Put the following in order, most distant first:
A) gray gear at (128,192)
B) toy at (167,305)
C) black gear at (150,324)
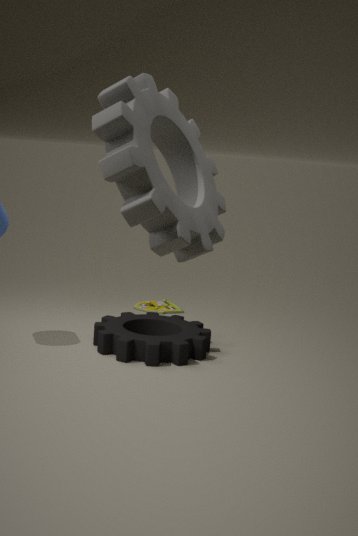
1. toy at (167,305)
2. black gear at (150,324)
3. gray gear at (128,192)
